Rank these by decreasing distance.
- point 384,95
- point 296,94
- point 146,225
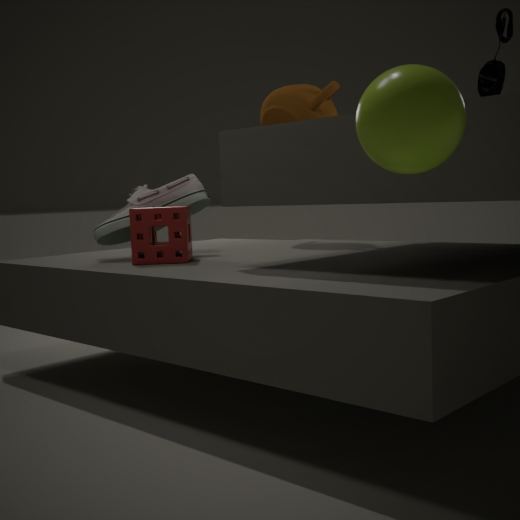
point 296,94 < point 146,225 < point 384,95
